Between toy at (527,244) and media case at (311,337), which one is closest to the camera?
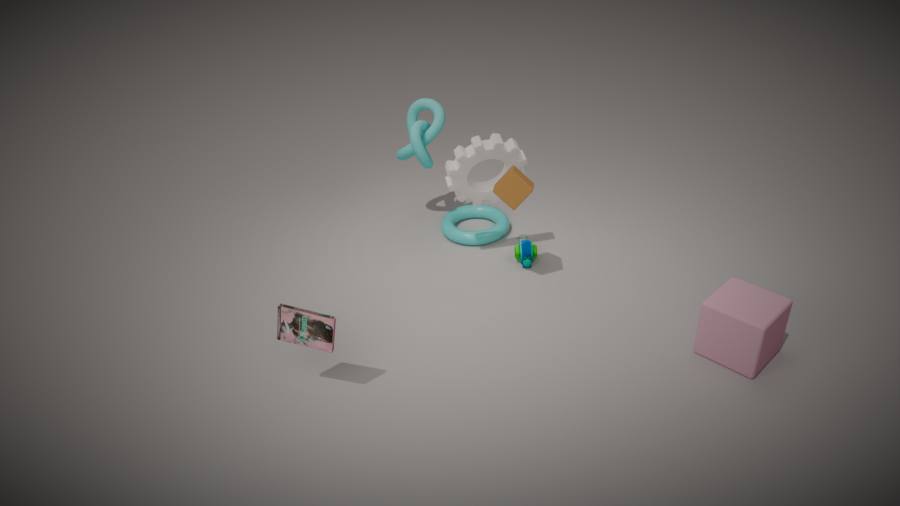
media case at (311,337)
